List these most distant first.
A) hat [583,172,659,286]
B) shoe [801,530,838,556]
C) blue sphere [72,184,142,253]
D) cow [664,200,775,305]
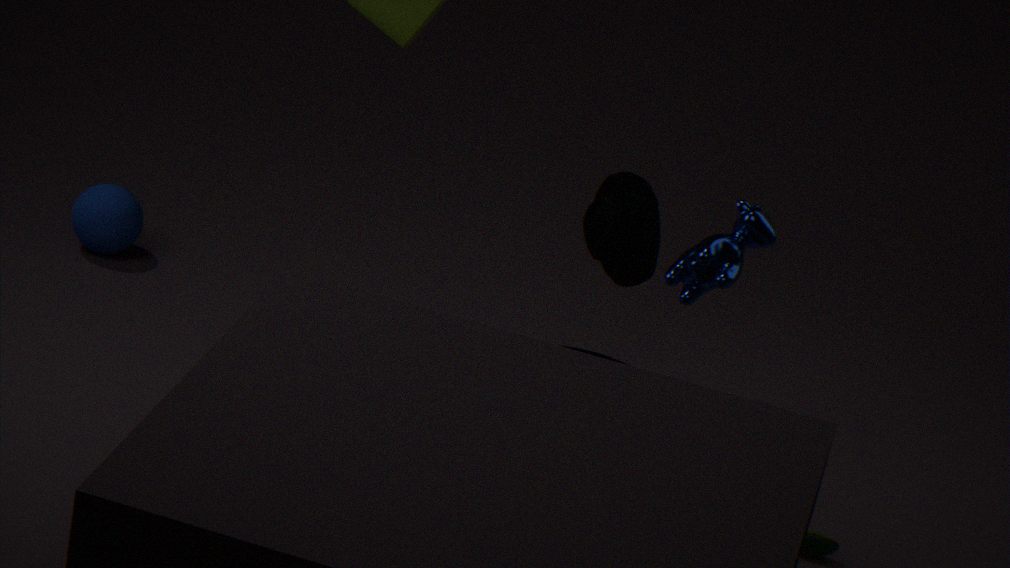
C. blue sphere [72,184,142,253], A. hat [583,172,659,286], B. shoe [801,530,838,556], D. cow [664,200,775,305]
